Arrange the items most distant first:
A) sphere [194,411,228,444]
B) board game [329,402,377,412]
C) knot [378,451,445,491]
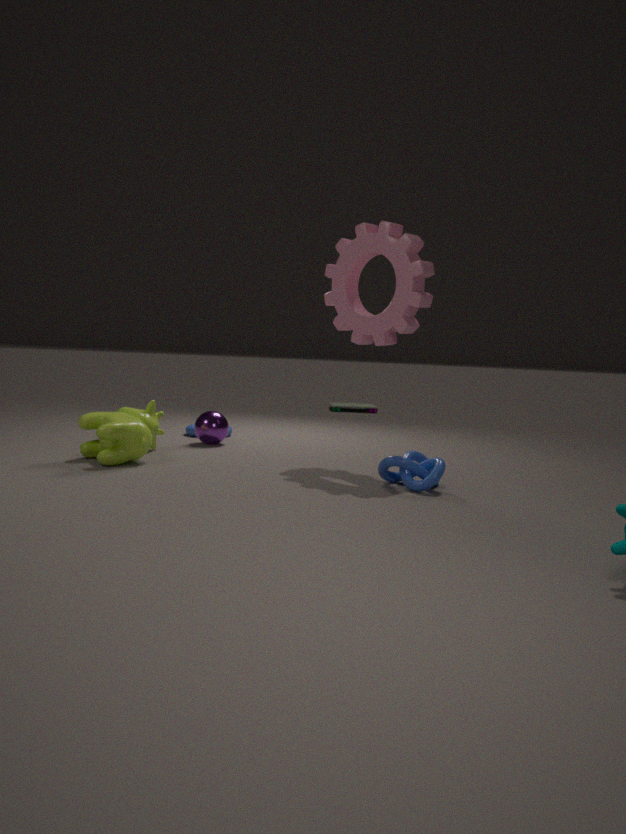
board game [329,402,377,412]
sphere [194,411,228,444]
knot [378,451,445,491]
